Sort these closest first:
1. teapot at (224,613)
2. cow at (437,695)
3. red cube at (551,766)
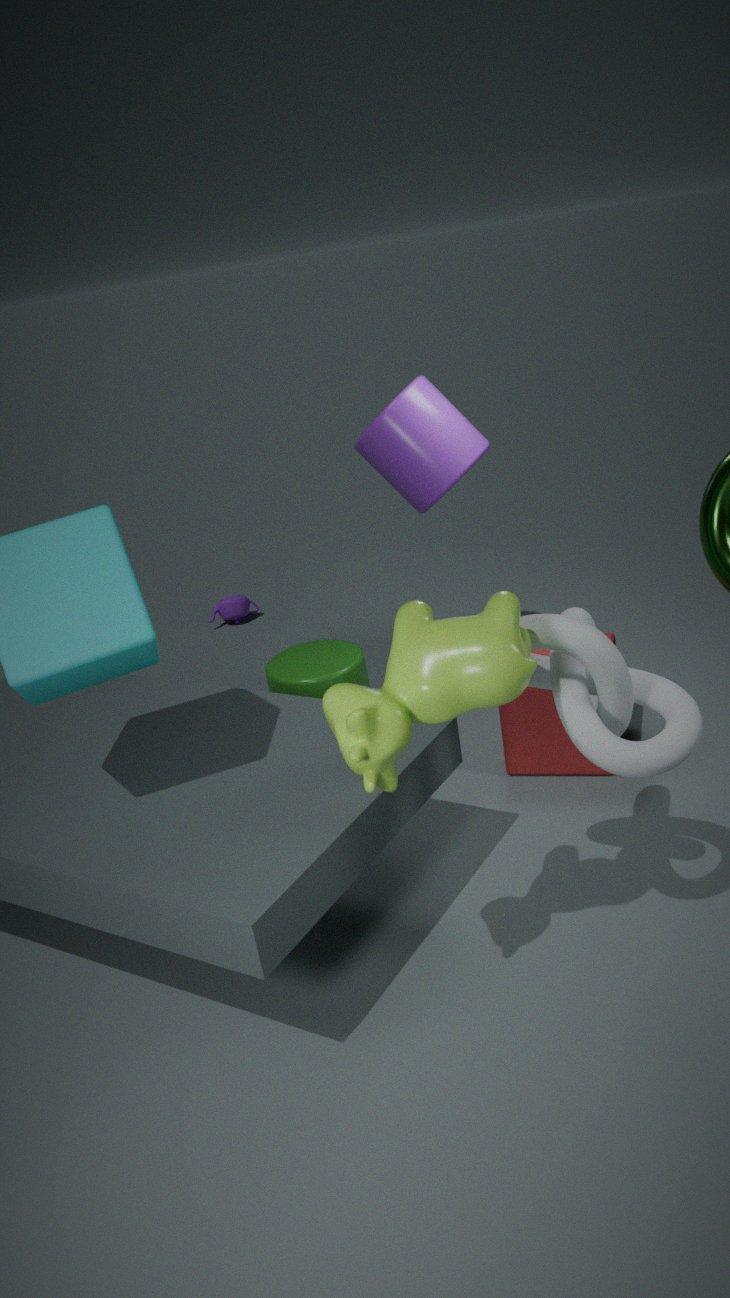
cow at (437,695) → red cube at (551,766) → teapot at (224,613)
